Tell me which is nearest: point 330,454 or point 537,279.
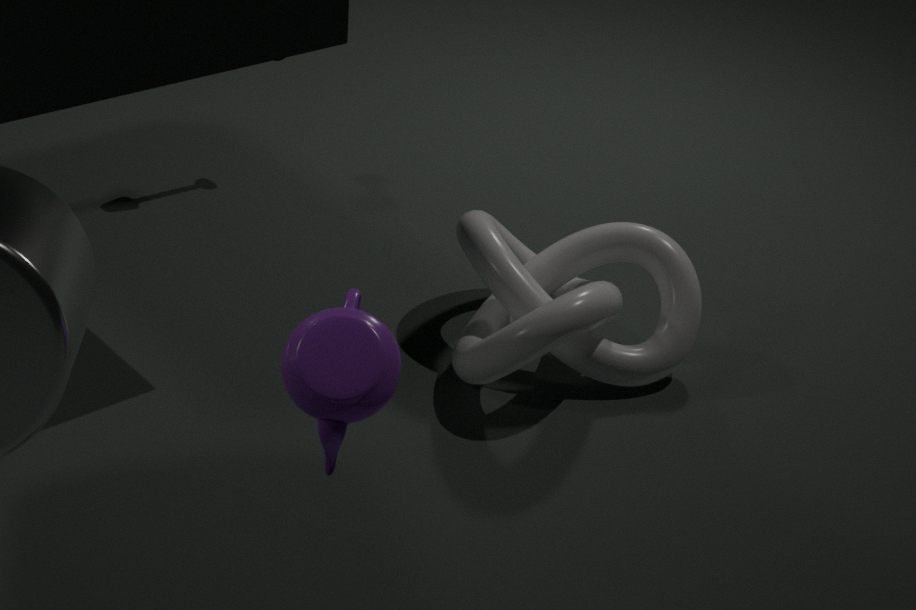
point 330,454
